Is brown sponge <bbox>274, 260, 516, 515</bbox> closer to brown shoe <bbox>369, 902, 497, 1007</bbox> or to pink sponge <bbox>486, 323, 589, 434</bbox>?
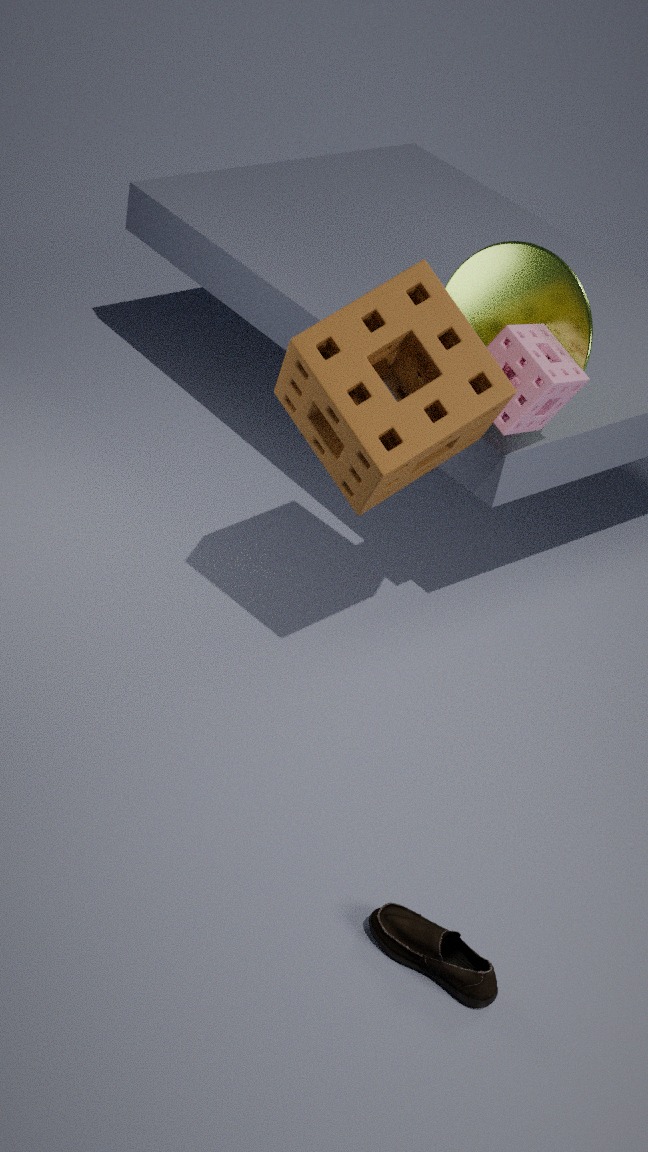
pink sponge <bbox>486, 323, 589, 434</bbox>
